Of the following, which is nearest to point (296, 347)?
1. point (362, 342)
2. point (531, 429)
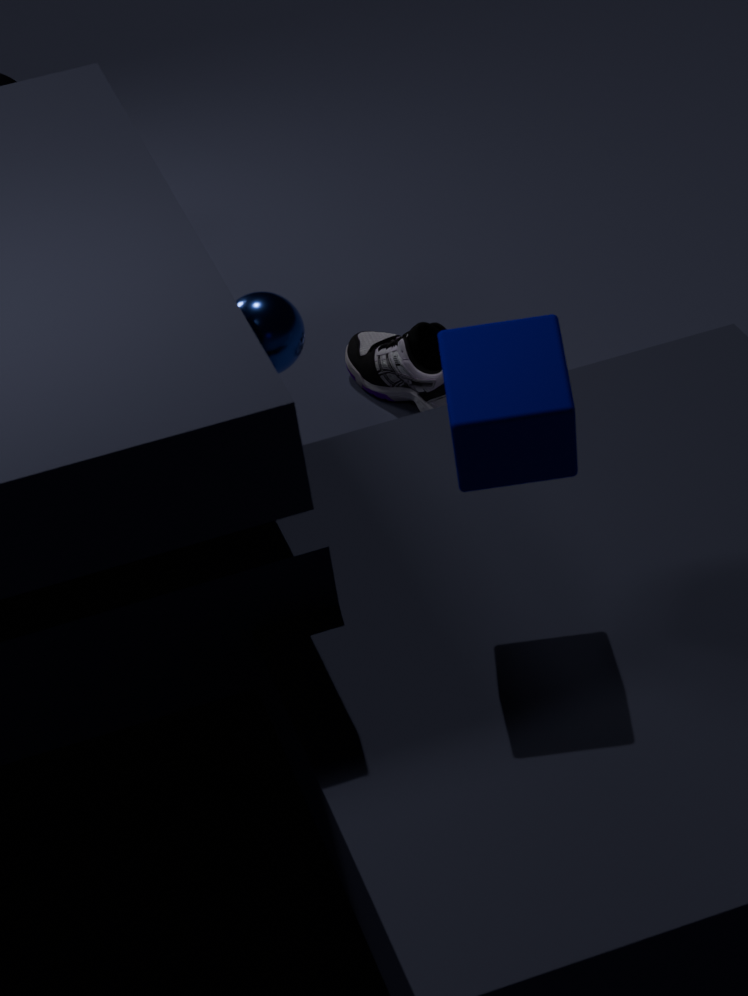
point (362, 342)
